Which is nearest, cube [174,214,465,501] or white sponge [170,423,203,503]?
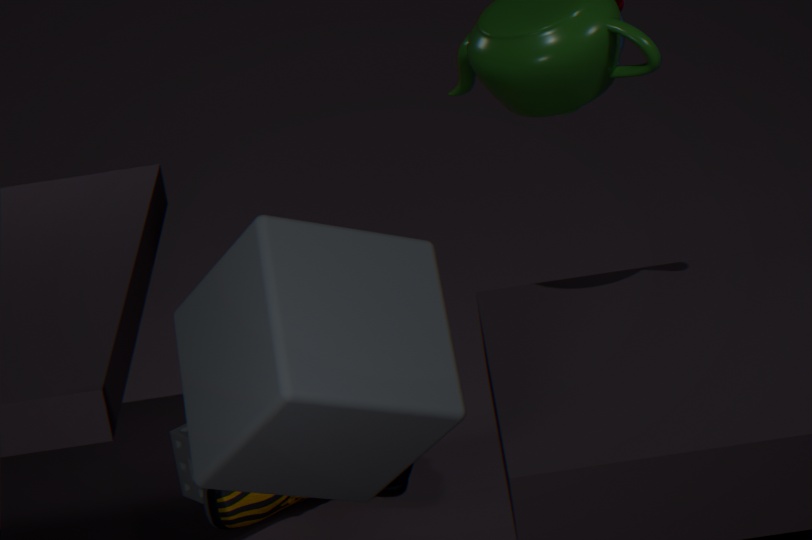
cube [174,214,465,501]
